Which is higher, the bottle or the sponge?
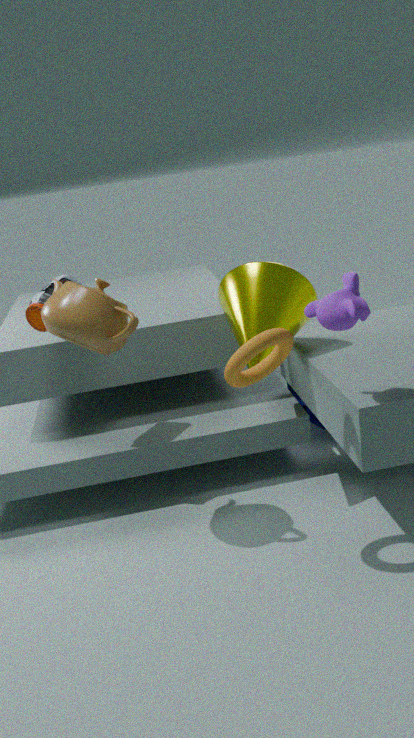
the bottle
